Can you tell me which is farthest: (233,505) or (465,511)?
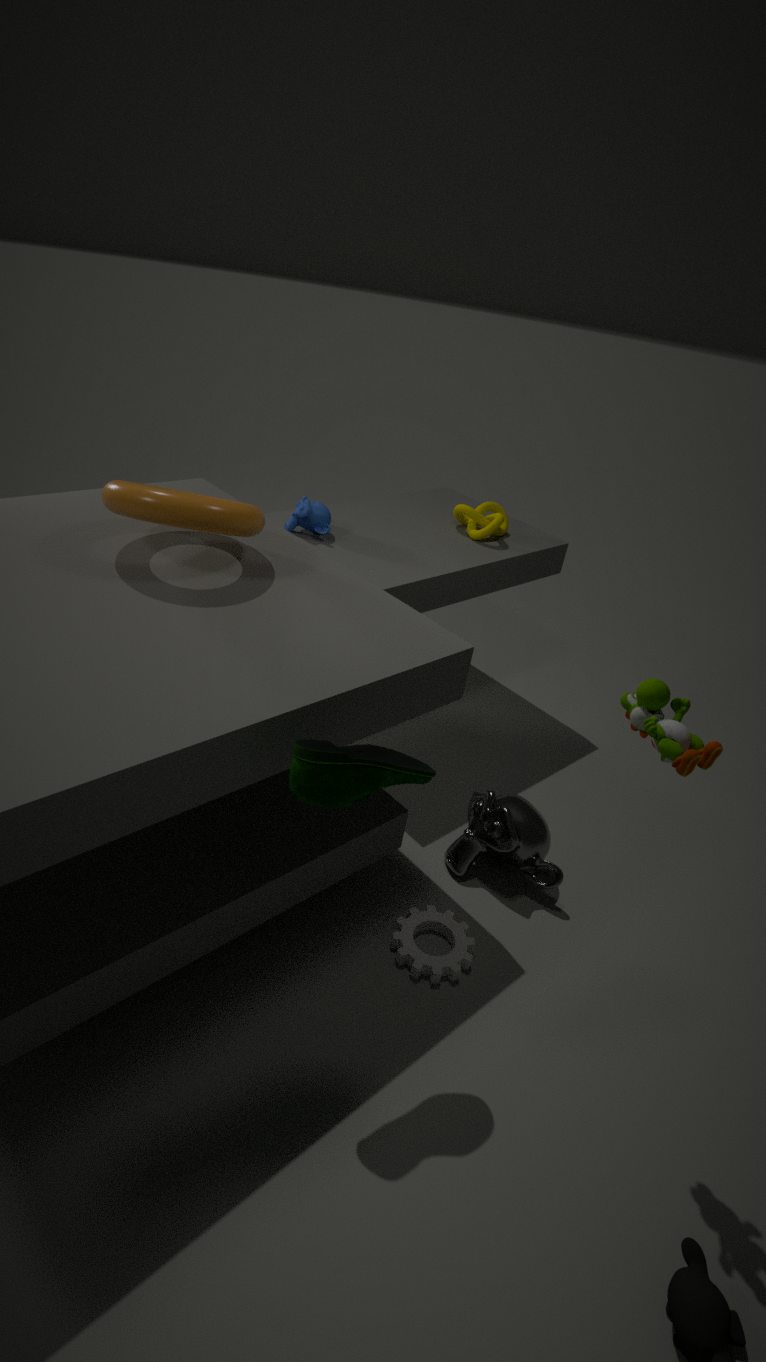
(465,511)
